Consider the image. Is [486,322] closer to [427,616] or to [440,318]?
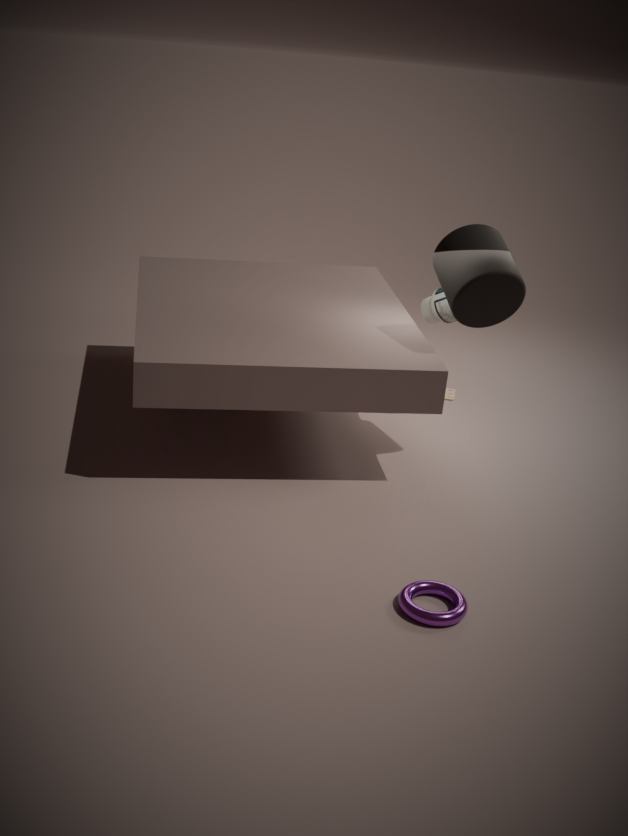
[440,318]
